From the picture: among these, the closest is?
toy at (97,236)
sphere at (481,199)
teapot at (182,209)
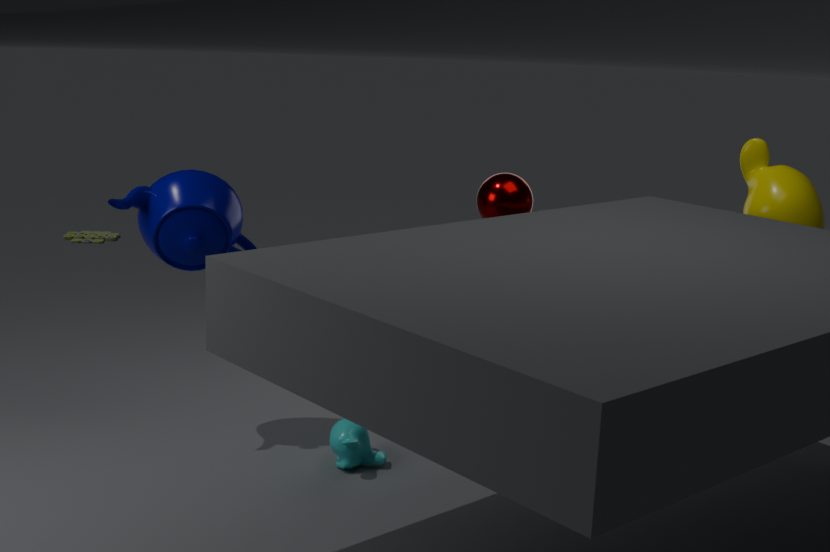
teapot at (182,209)
